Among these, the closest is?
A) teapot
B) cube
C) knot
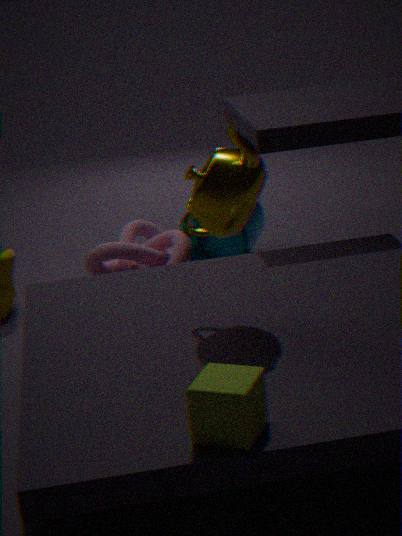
cube
